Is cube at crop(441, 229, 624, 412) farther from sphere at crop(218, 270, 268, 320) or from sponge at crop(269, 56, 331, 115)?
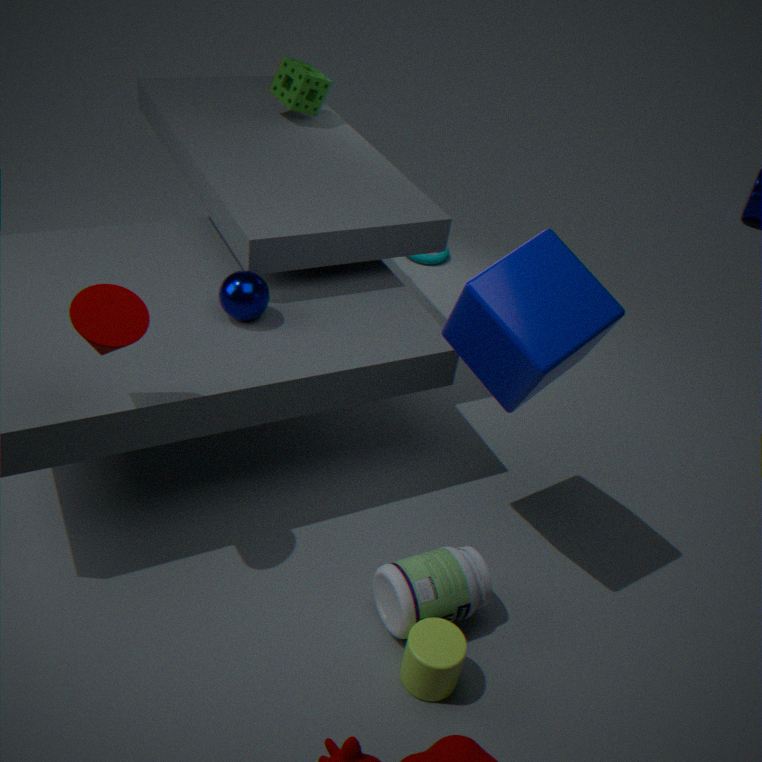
sponge at crop(269, 56, 331, 115)
